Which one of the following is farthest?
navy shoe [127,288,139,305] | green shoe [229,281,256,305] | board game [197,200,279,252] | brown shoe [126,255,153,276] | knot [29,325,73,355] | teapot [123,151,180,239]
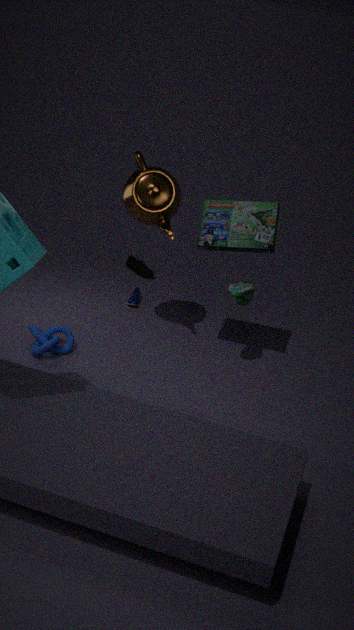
brown shoe [126,255,153,276]
